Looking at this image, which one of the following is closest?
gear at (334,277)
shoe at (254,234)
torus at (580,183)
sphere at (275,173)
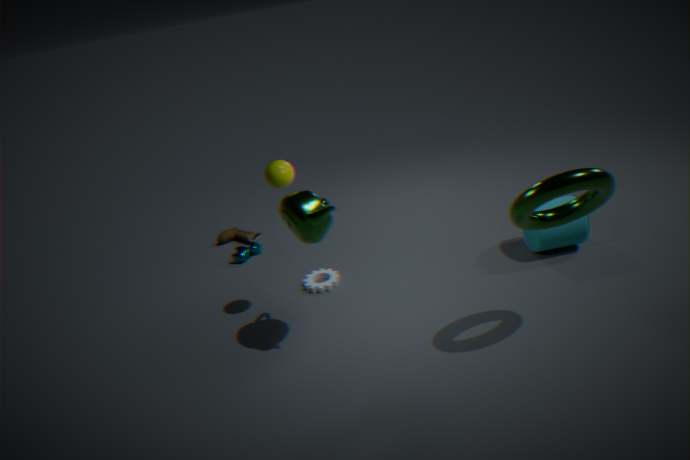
torus at (580,183)
